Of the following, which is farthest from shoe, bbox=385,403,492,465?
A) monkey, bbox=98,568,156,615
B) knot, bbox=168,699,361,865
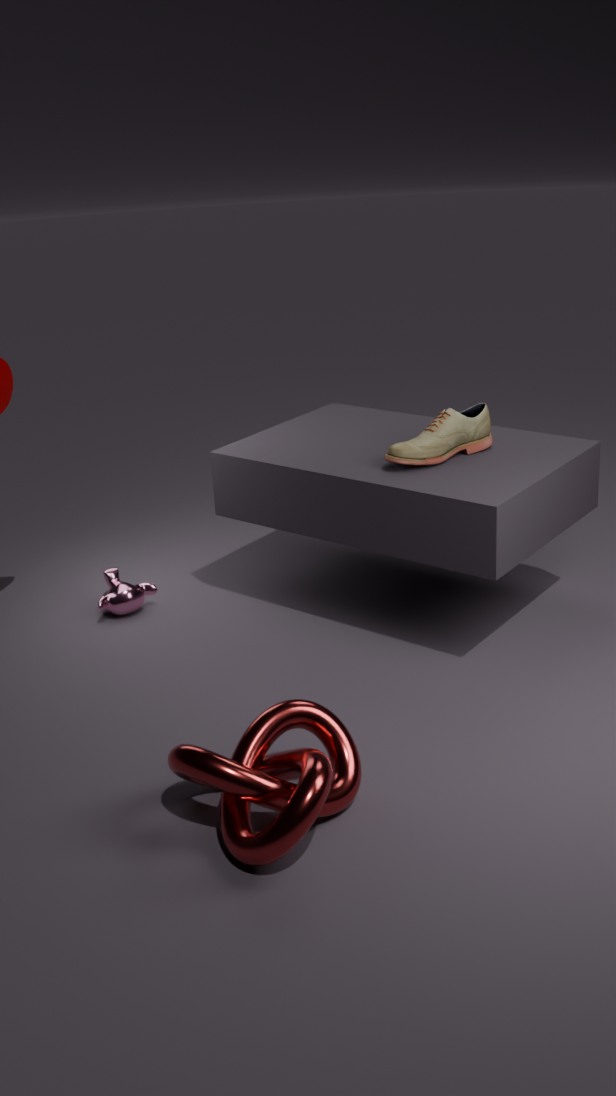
monkey, bbox=98,568,156,615
